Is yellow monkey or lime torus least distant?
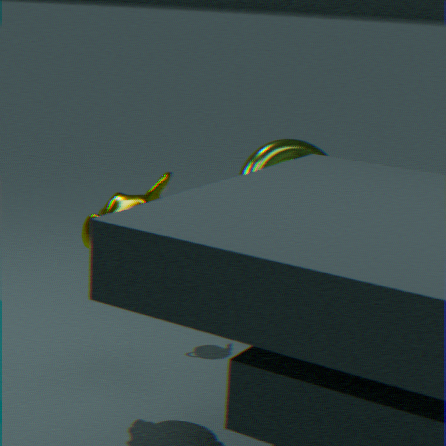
yellow monkey
